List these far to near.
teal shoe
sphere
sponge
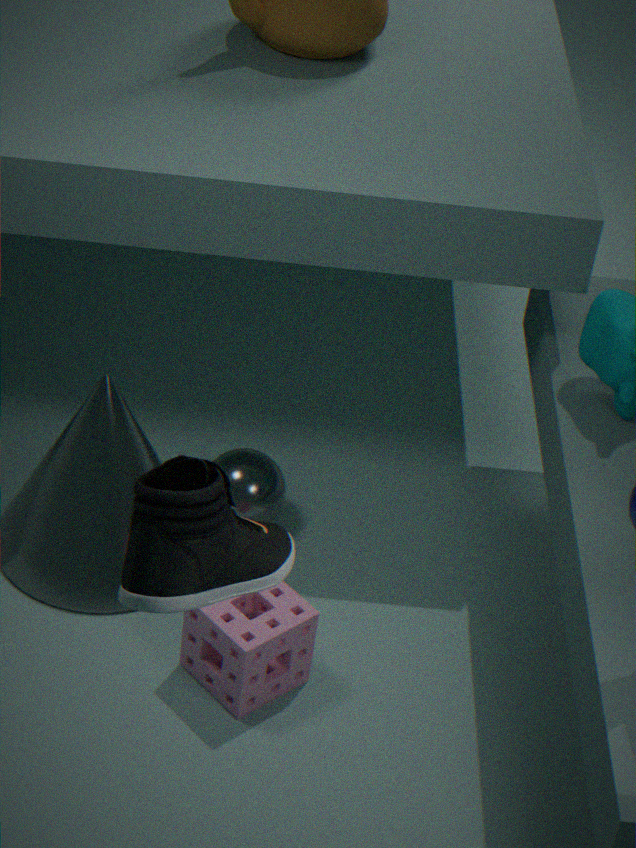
sphere, sponge, teal shoe
